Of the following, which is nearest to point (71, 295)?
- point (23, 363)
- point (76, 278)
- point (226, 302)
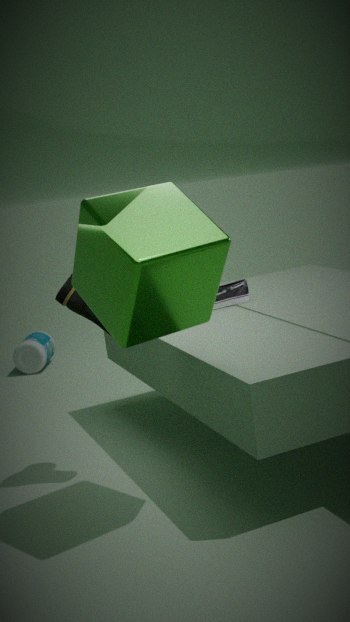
point (76, 278)
